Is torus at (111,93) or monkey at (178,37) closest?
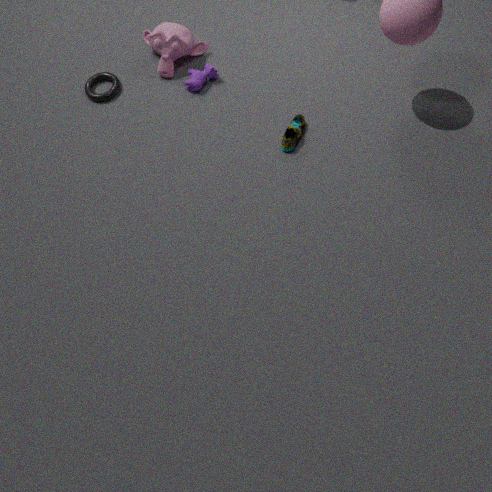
monkey at (178,37)
